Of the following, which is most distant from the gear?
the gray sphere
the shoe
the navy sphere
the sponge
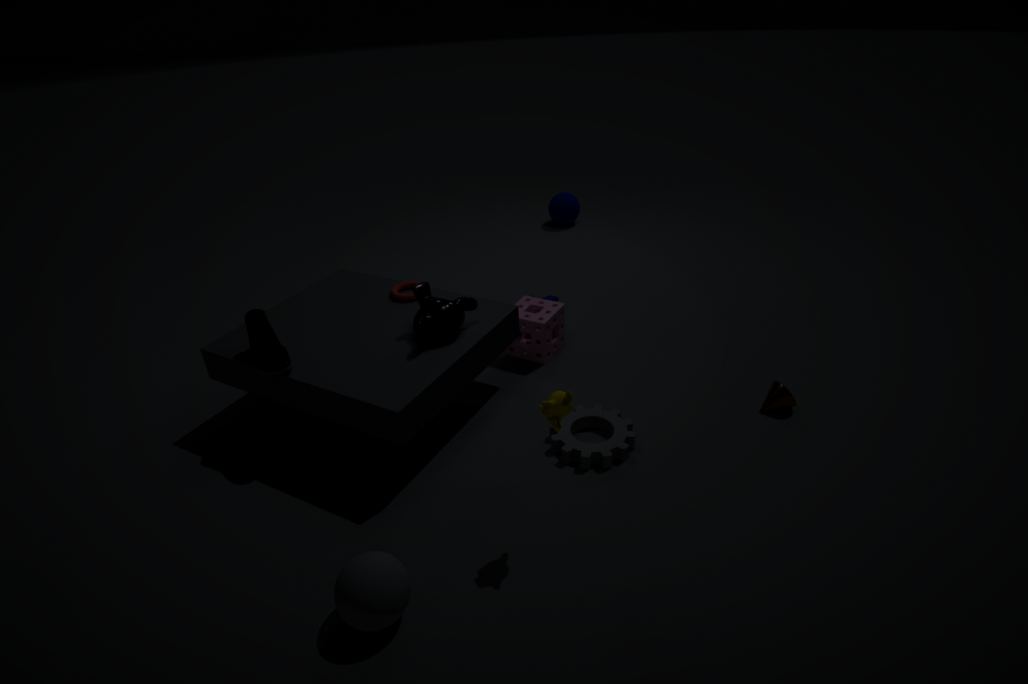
the navy sphere
